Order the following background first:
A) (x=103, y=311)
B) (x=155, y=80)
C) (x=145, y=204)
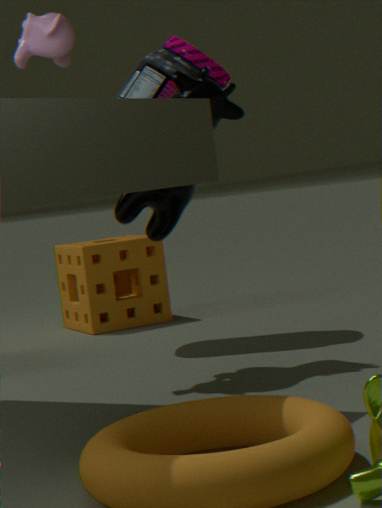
1. (x=103, y=311)
2. (x=155, y=80)
3. (x=145, y=204)
